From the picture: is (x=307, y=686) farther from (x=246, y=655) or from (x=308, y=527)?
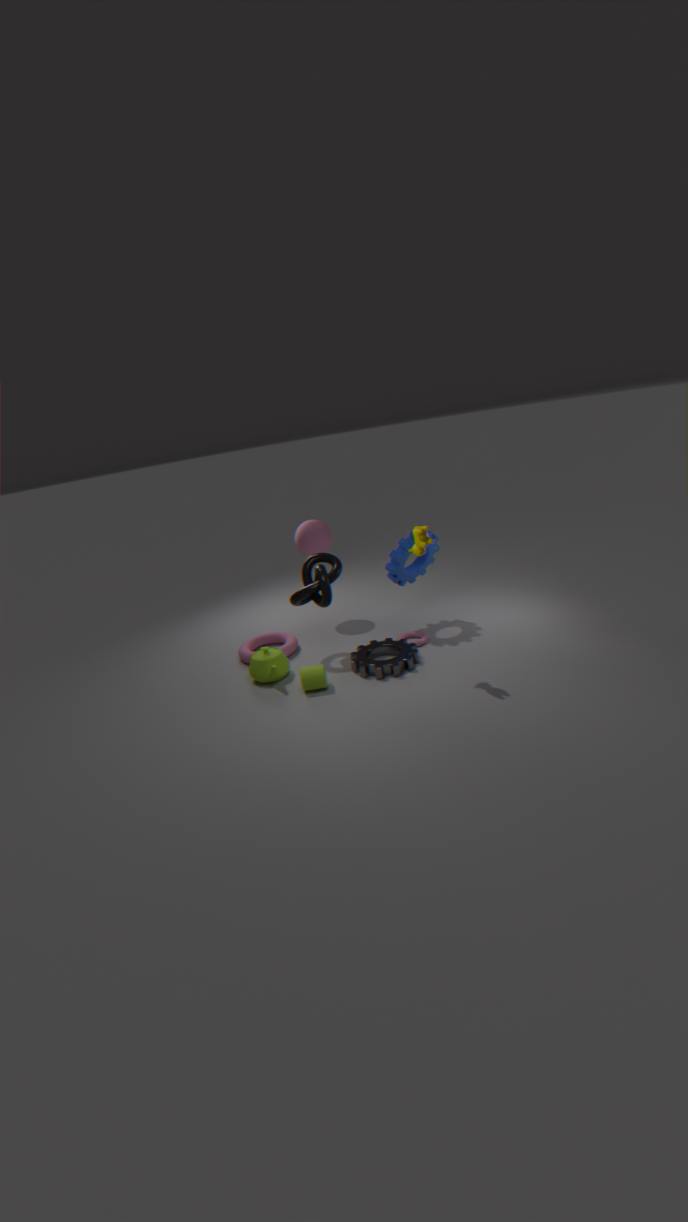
(x=308, y=527)
